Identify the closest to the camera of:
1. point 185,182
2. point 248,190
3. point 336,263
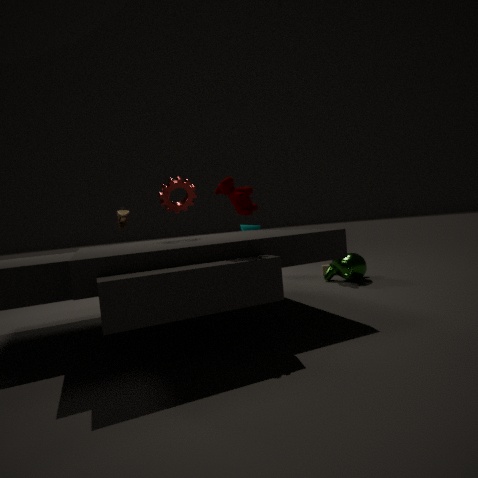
point 248,190
